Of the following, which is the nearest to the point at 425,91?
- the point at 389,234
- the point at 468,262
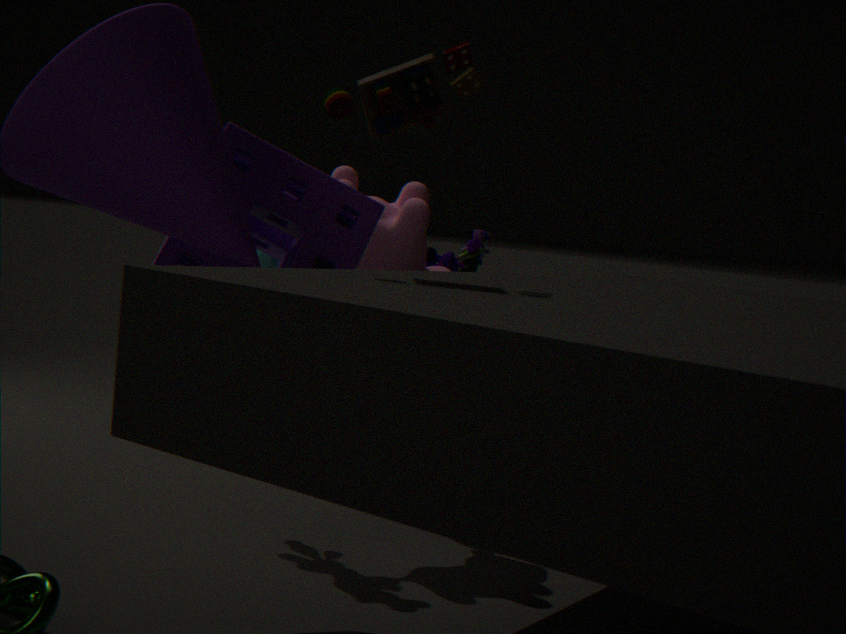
the point at 389,234
